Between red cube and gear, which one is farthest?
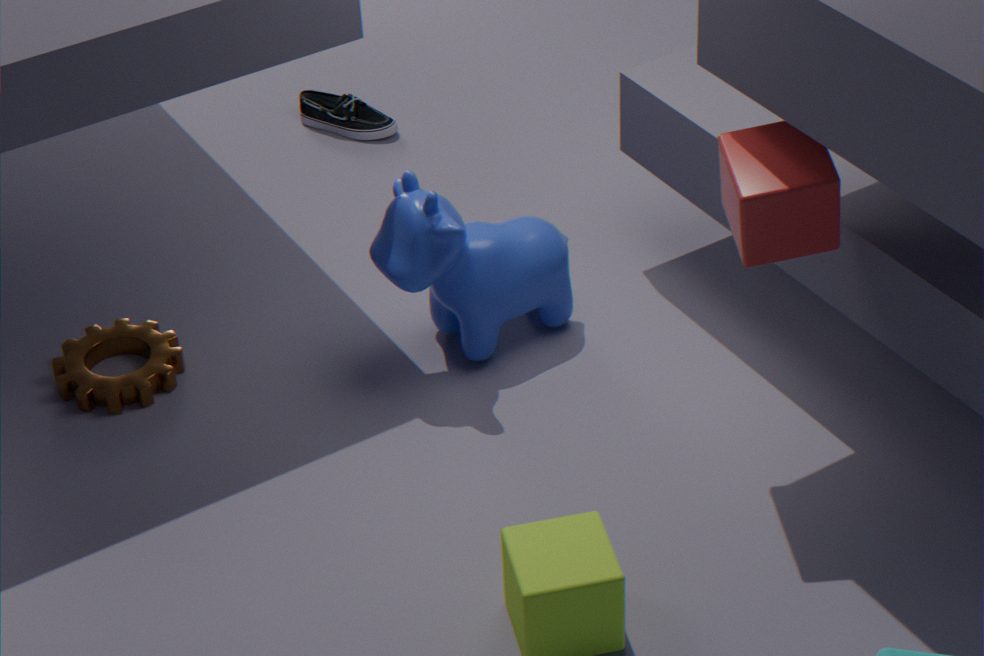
gear
